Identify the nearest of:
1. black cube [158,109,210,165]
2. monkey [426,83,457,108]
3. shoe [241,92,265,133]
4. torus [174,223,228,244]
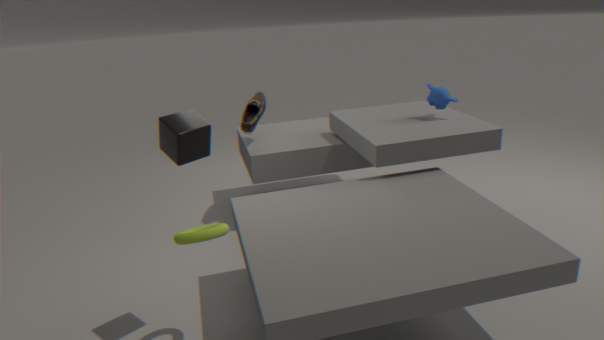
black cube [158,109,210,165]
